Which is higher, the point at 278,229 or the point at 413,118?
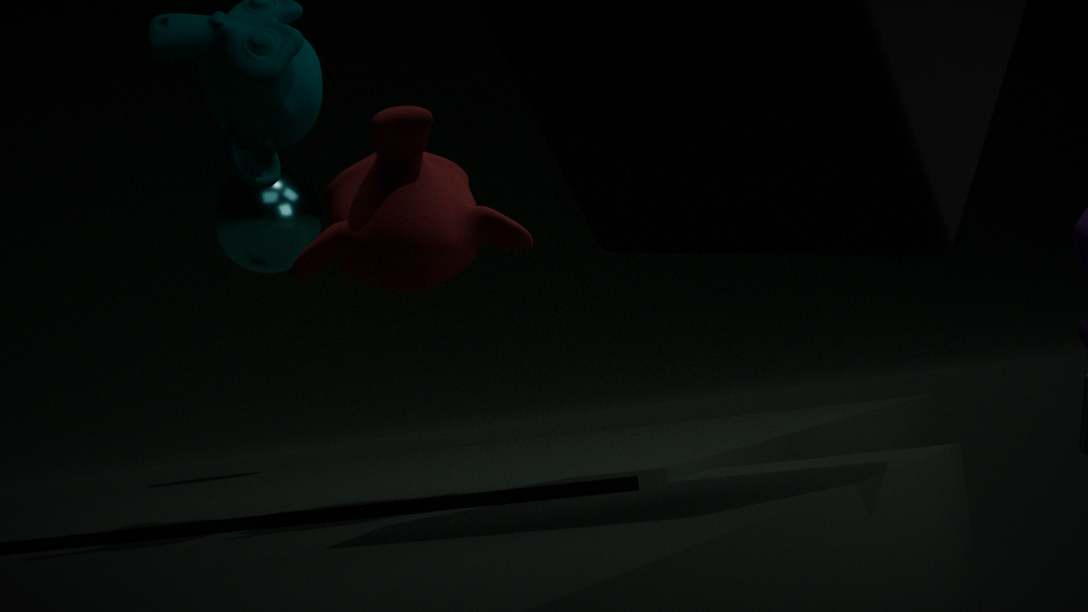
the point at 278,229
